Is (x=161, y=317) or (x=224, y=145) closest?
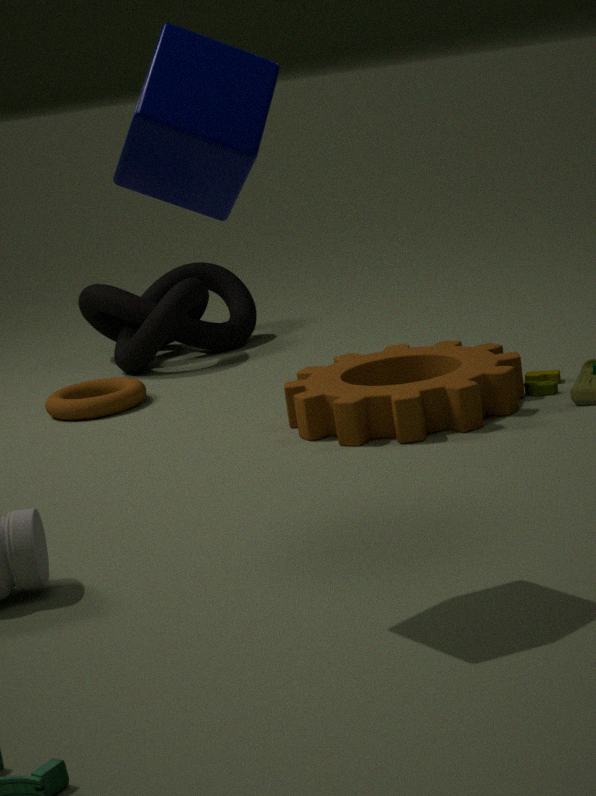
(x=224, y=145)
